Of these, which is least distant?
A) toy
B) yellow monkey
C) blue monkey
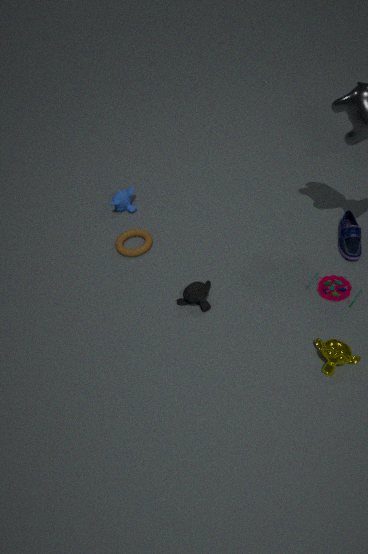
yellow monkey
